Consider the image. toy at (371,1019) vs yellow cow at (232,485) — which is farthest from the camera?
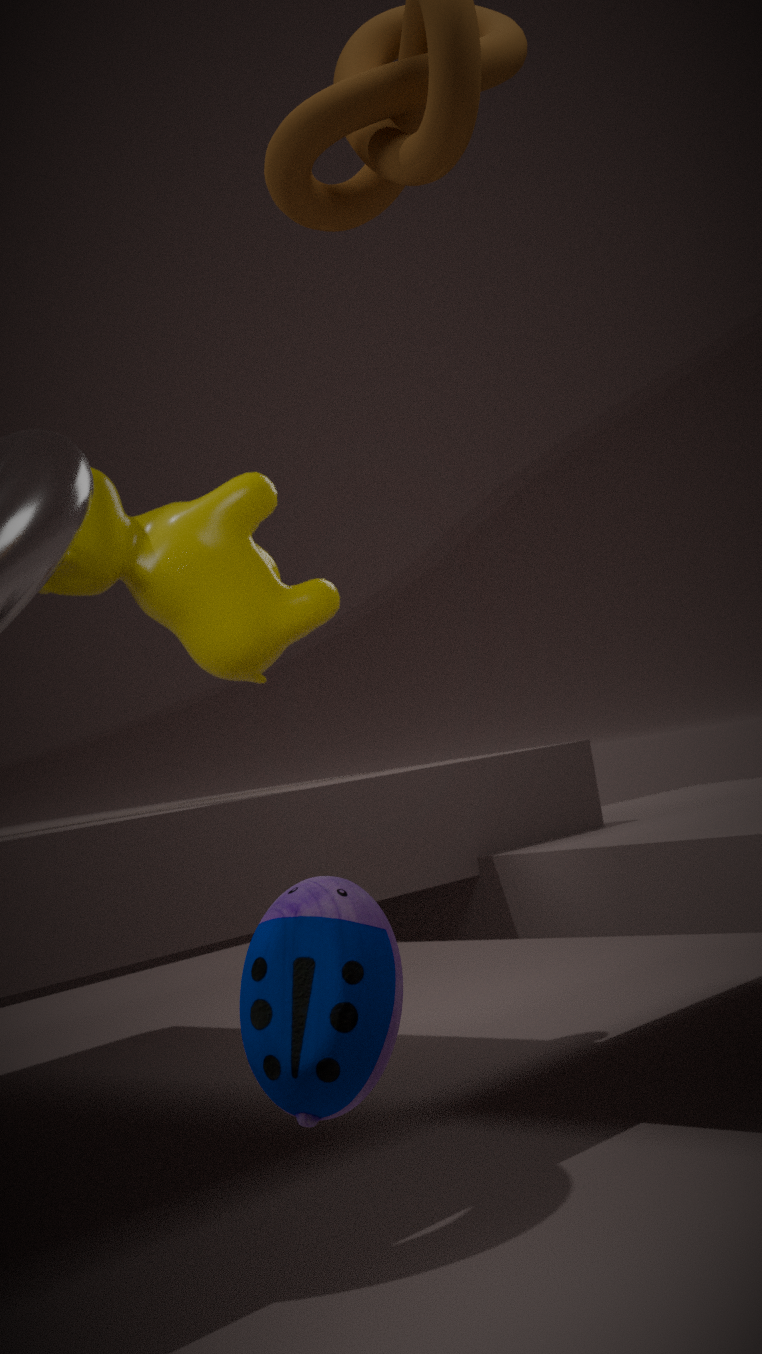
yellow cow at (232,485)
